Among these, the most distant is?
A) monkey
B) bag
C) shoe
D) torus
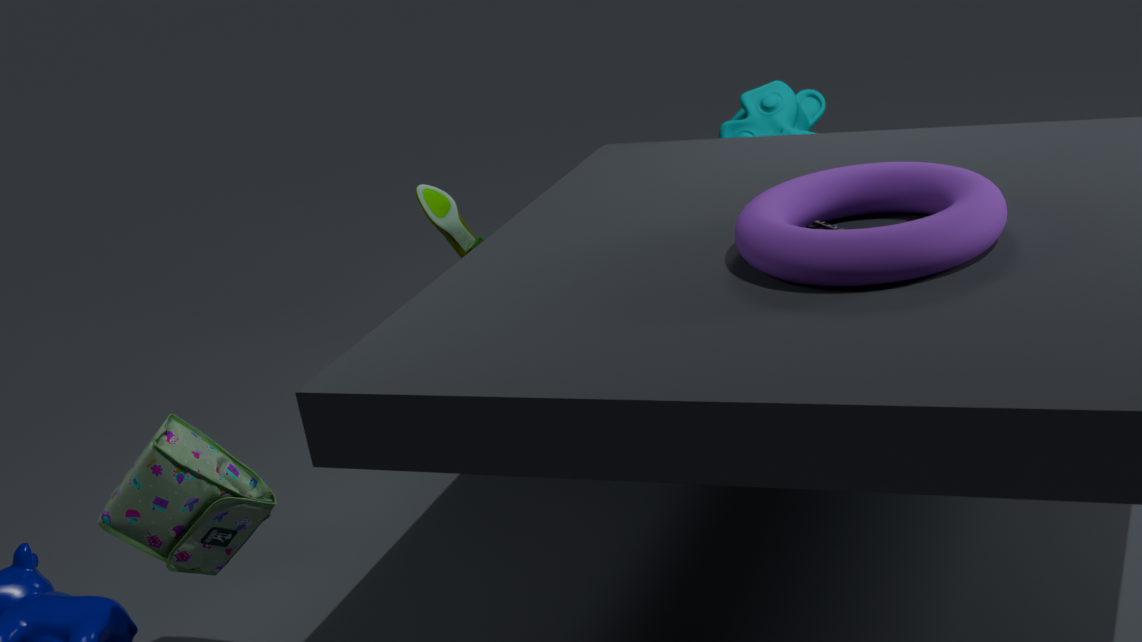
monkey
